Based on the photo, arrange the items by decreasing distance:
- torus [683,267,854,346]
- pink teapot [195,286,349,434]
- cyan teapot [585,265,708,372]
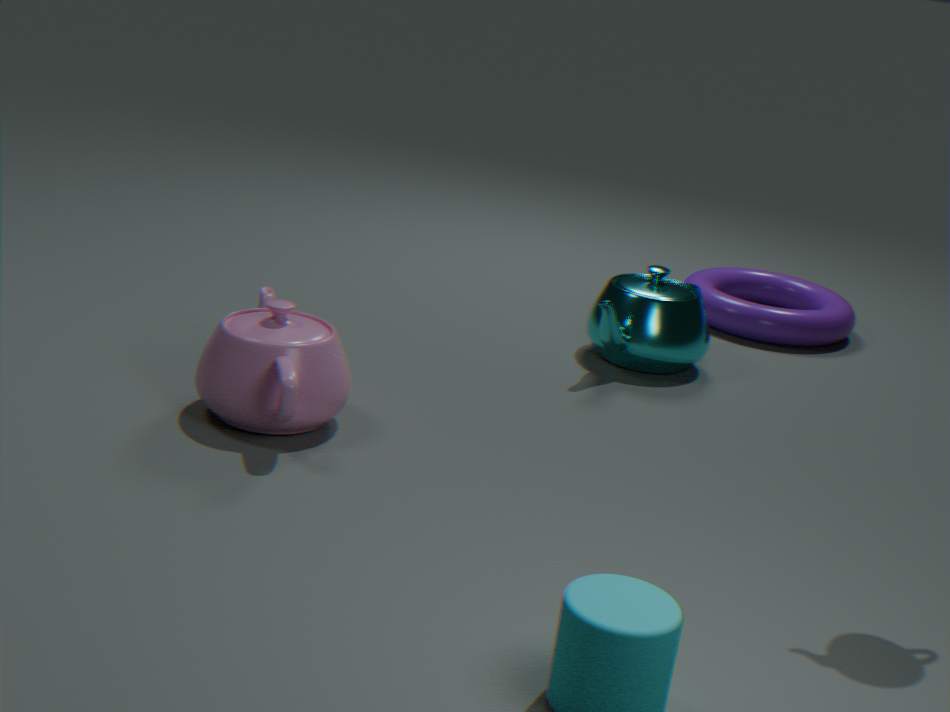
torus [683,267,854,346] → cyan teapot [585,265,708,372] → pink teapot [195,286,349,434]
